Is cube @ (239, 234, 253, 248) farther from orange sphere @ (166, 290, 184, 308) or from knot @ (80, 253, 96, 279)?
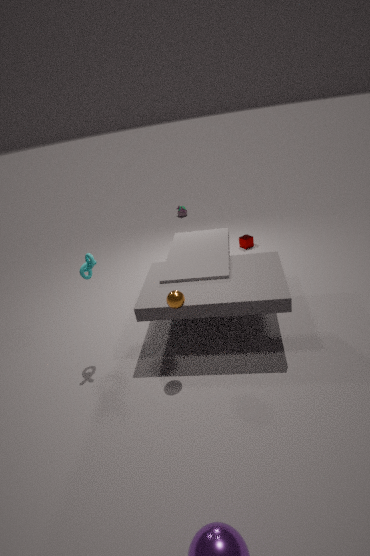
knot @ (80, 253, 96, 279)
